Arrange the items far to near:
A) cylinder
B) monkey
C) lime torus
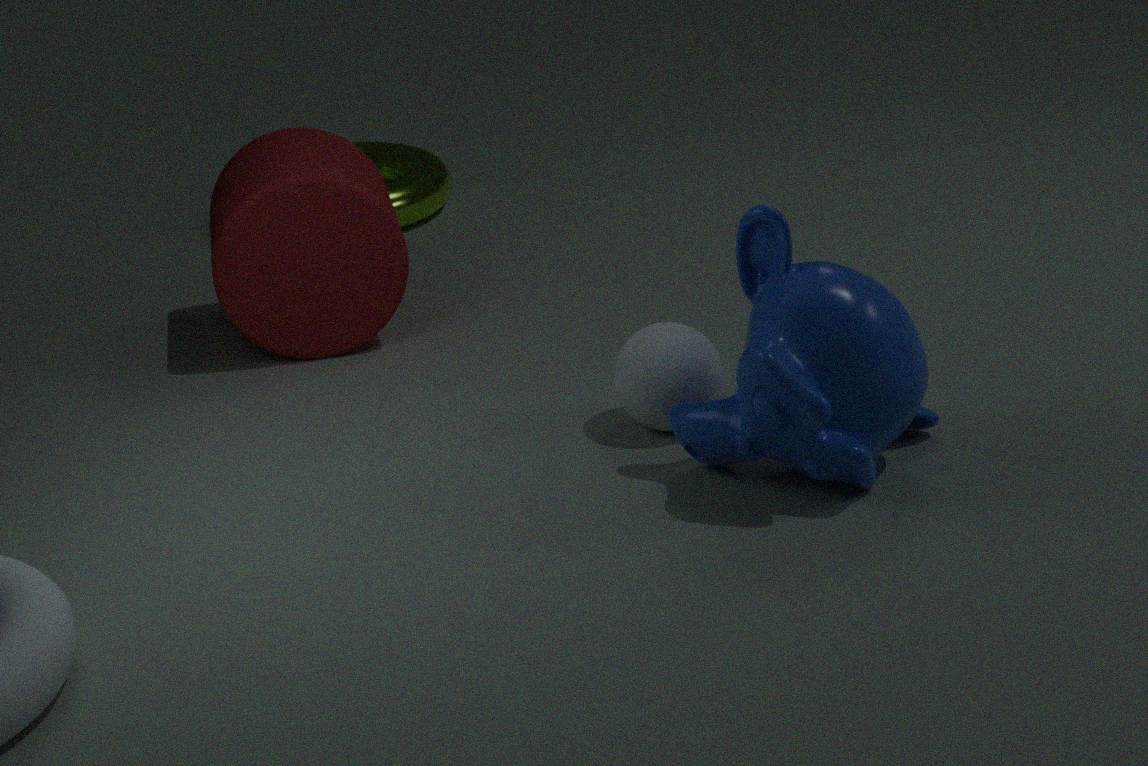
lime torus → cylinder → monkey
